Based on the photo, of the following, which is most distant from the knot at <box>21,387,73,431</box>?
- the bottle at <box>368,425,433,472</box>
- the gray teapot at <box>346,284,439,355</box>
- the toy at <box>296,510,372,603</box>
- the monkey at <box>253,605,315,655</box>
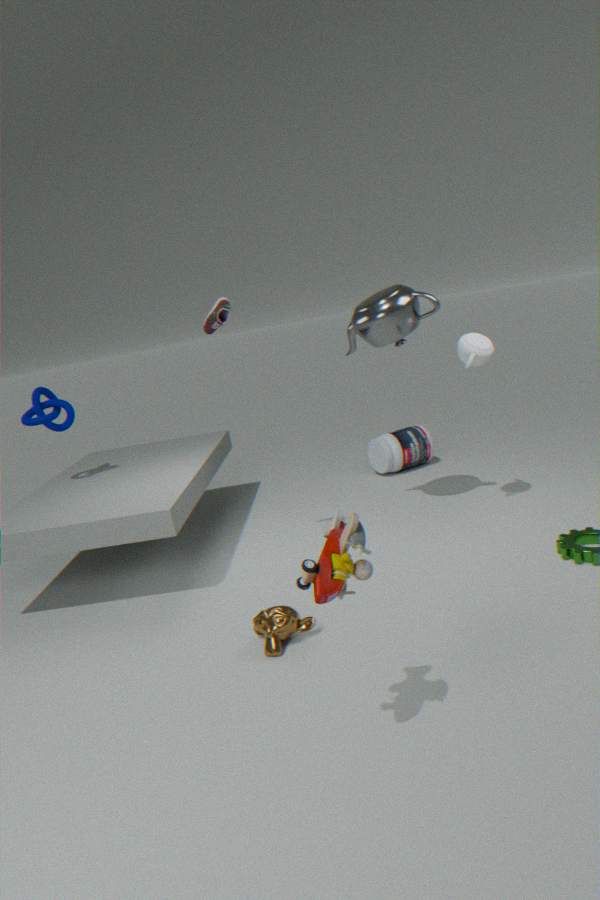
the toy at <box>296,510,372,603</box>
